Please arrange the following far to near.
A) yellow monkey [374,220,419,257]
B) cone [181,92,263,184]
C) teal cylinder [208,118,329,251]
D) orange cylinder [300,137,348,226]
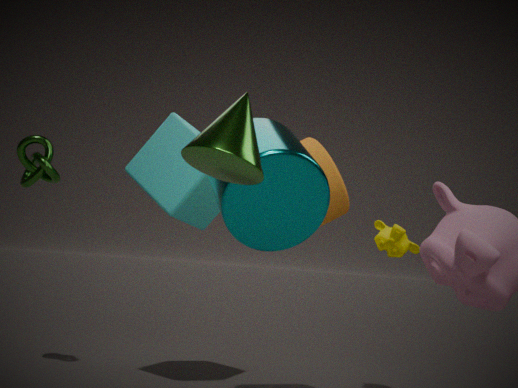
yellow monkey [374,220,419,257]
orange cylinder [300,137,348,226]
teal cylinder [208,118,329,251]
cone [181,92,263,184]
